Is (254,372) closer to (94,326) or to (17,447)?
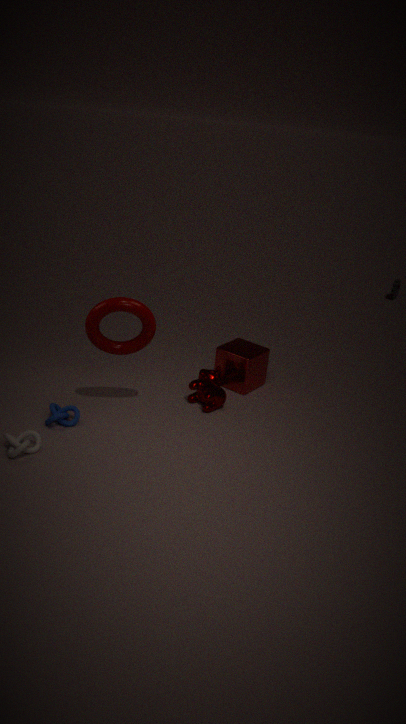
(94,326)
